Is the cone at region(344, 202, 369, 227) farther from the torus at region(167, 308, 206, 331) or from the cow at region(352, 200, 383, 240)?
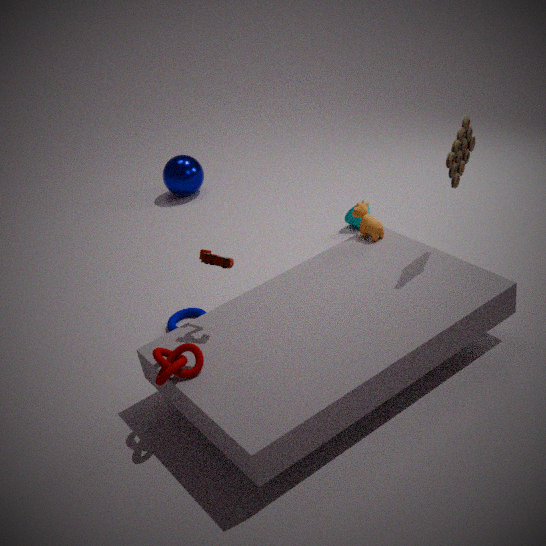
the torus at region(167, 308, 206, 331)
